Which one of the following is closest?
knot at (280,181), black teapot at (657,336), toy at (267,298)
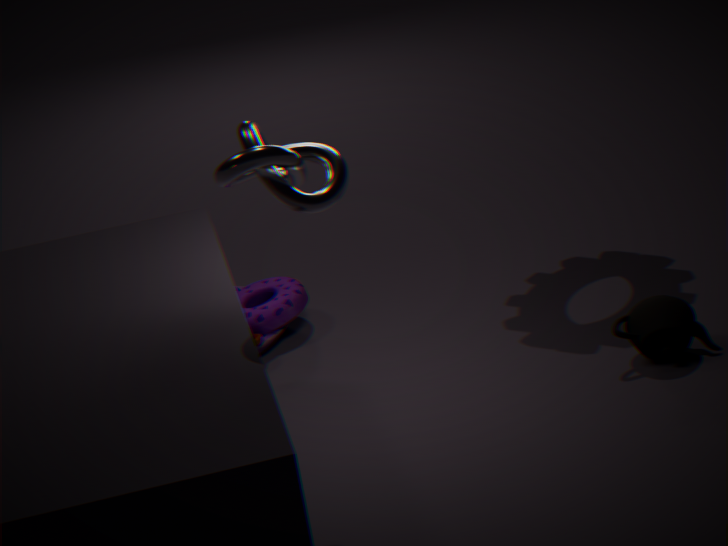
knot at (280,181)
